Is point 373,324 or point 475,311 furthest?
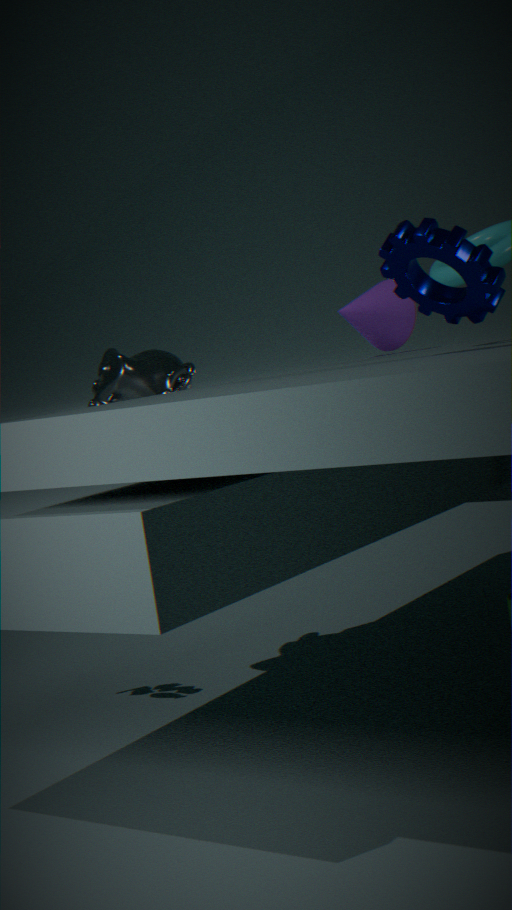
point 373,324
